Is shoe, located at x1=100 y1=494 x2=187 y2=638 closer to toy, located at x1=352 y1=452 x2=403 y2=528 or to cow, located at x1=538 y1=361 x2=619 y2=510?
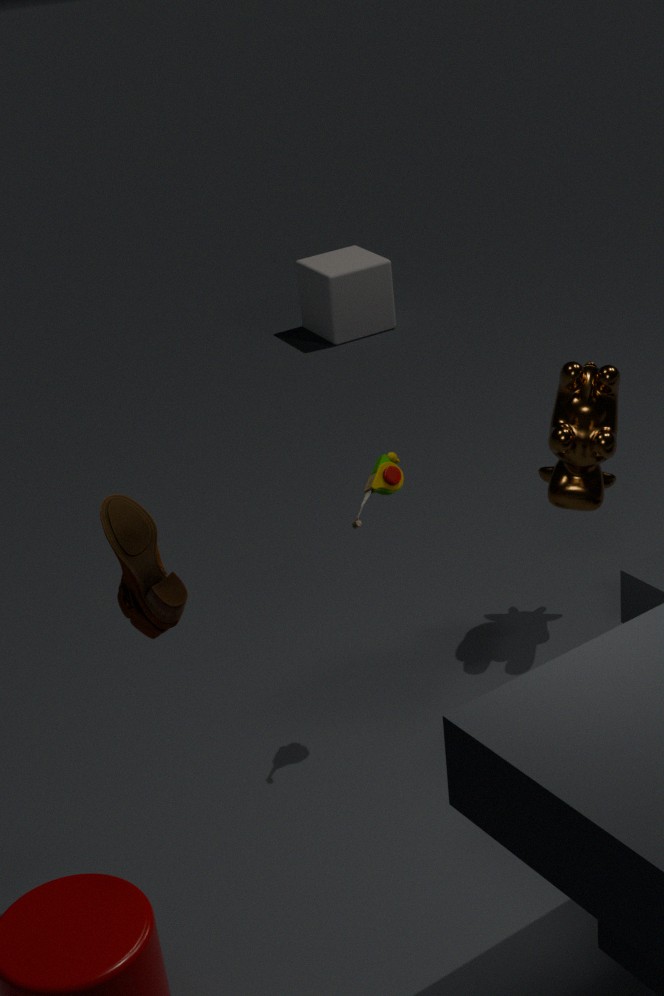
toy, located at x1=352 y1=452 x2=403 y2=528
